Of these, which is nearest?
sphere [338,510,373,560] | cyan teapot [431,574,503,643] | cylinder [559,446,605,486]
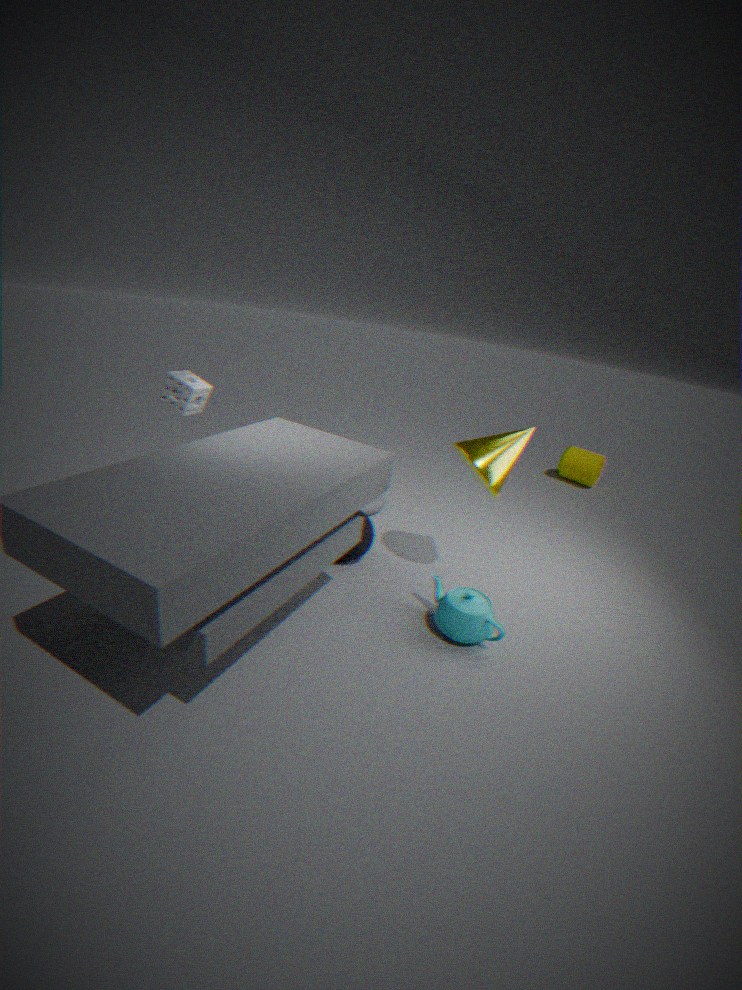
cyan teapot [431,574,503,643]
